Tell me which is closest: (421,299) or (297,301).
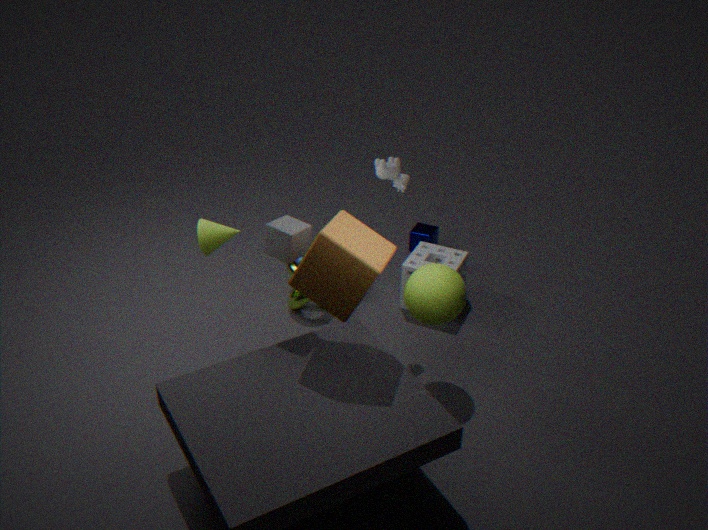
(421,299)
